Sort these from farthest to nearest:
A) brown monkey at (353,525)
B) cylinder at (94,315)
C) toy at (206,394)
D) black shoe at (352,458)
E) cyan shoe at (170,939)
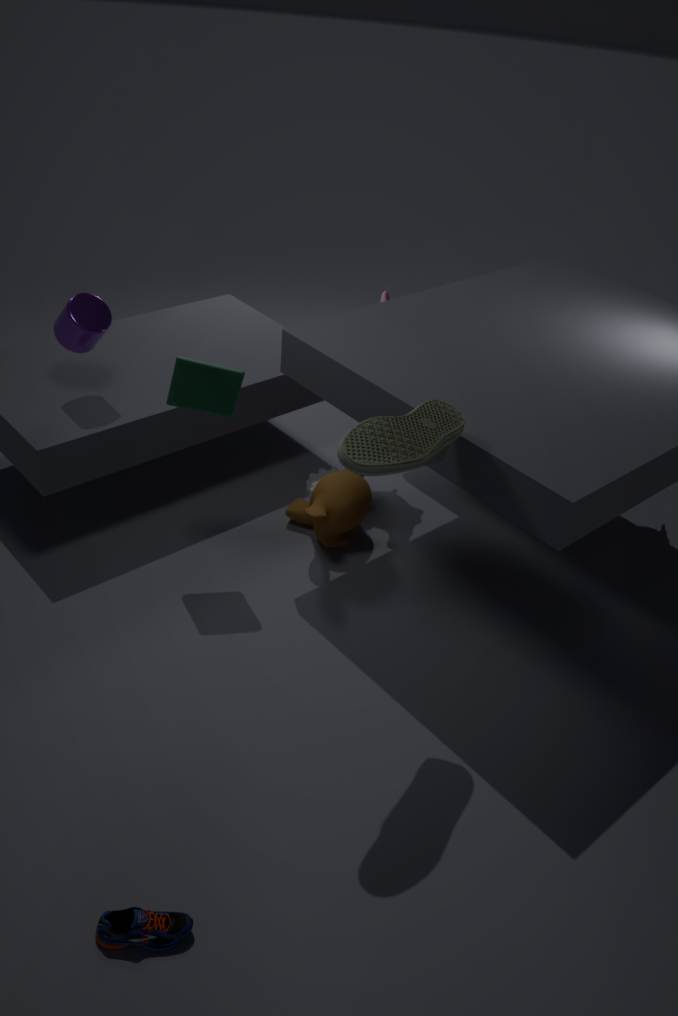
brown monkey at (353,525), cylinder at (94,315), toy at (206,394), black shoe at (352,458), cyan shoe at (170,939)
